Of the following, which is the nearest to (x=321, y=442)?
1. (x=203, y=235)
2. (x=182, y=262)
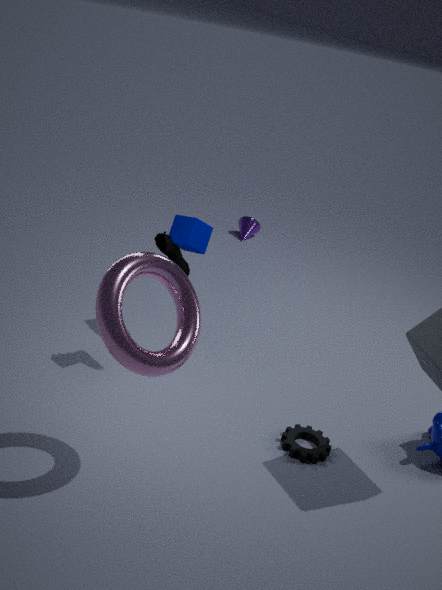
(x=182, y=262)
